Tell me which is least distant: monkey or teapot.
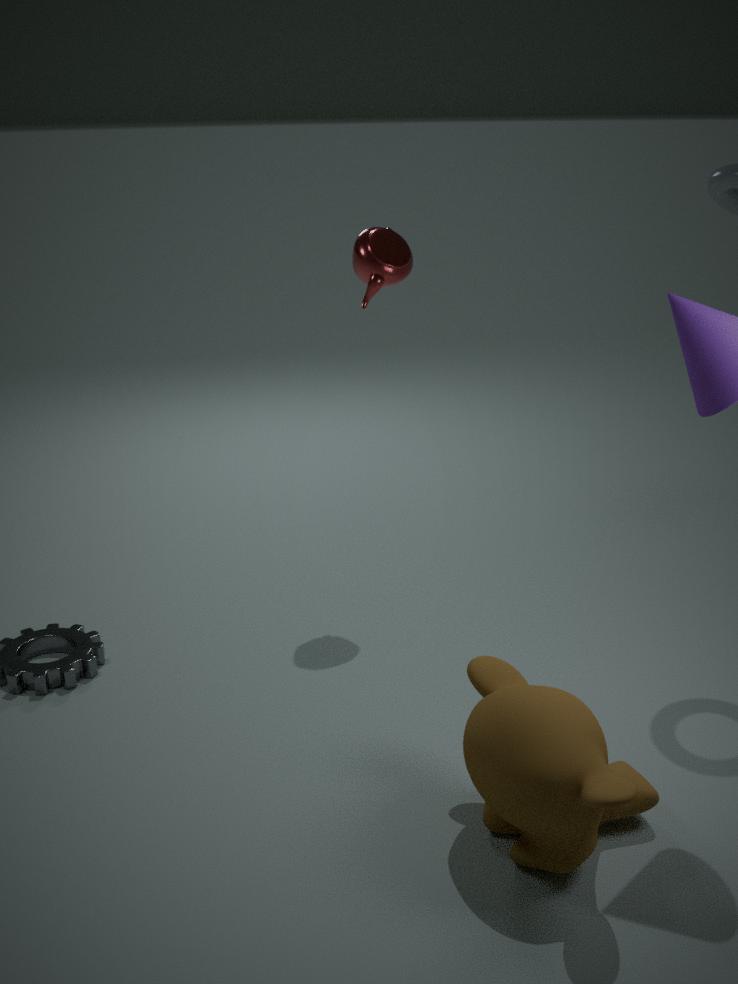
monkey
